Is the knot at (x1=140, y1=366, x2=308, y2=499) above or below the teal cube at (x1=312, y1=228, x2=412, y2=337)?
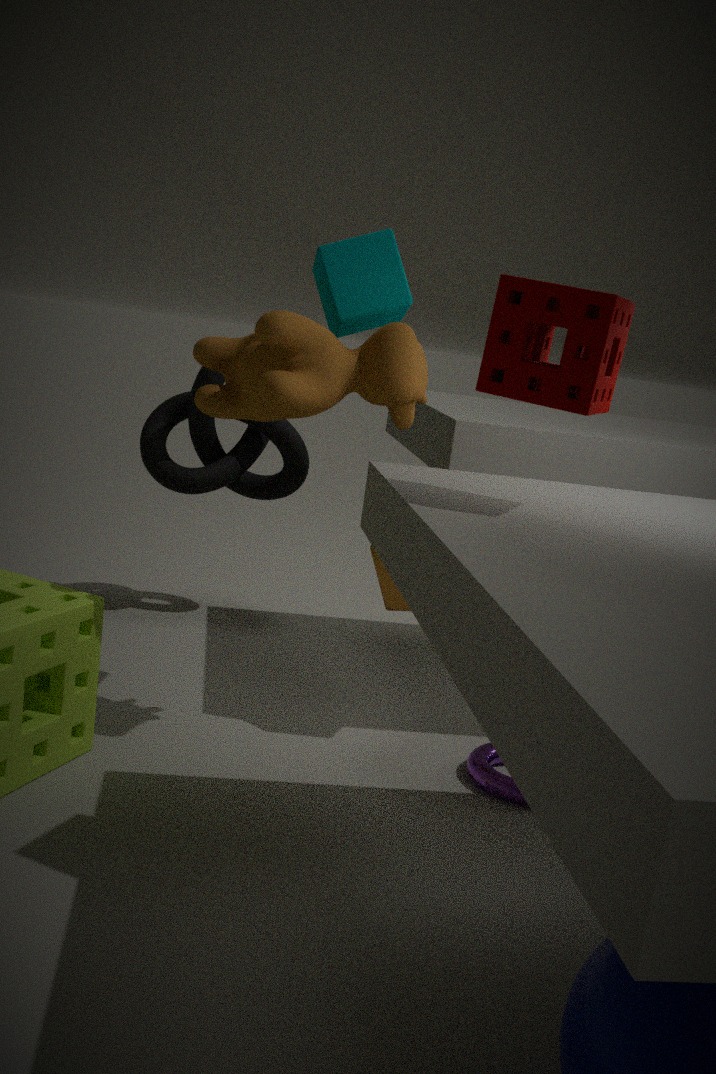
below
